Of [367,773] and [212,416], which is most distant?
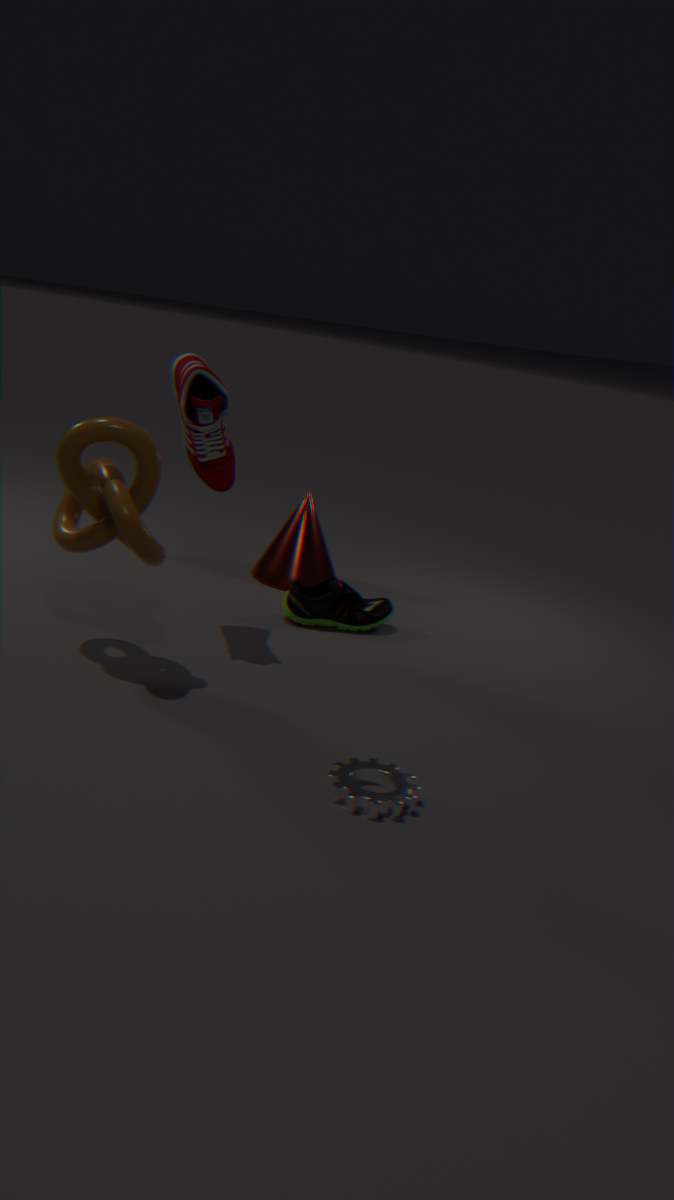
[212,416]
